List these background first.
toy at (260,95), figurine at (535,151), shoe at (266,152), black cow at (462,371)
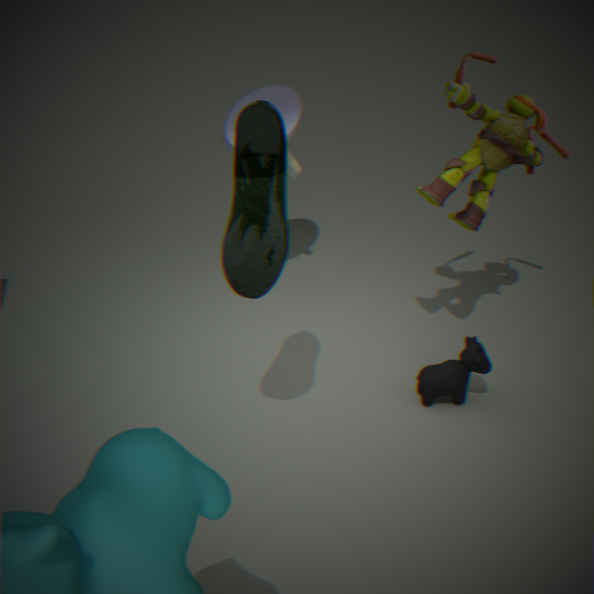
toy at (260,95), black cow at (462,371), figurine at (535,151), shoe at (266,152)
